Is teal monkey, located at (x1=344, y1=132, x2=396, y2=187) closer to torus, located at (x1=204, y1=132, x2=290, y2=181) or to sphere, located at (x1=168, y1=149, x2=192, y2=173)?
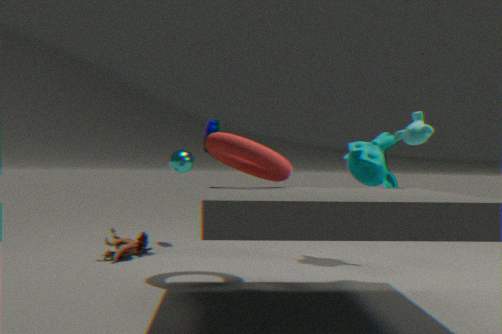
torus, located at (x1=204, y1=132, x2=290, y2=181)
